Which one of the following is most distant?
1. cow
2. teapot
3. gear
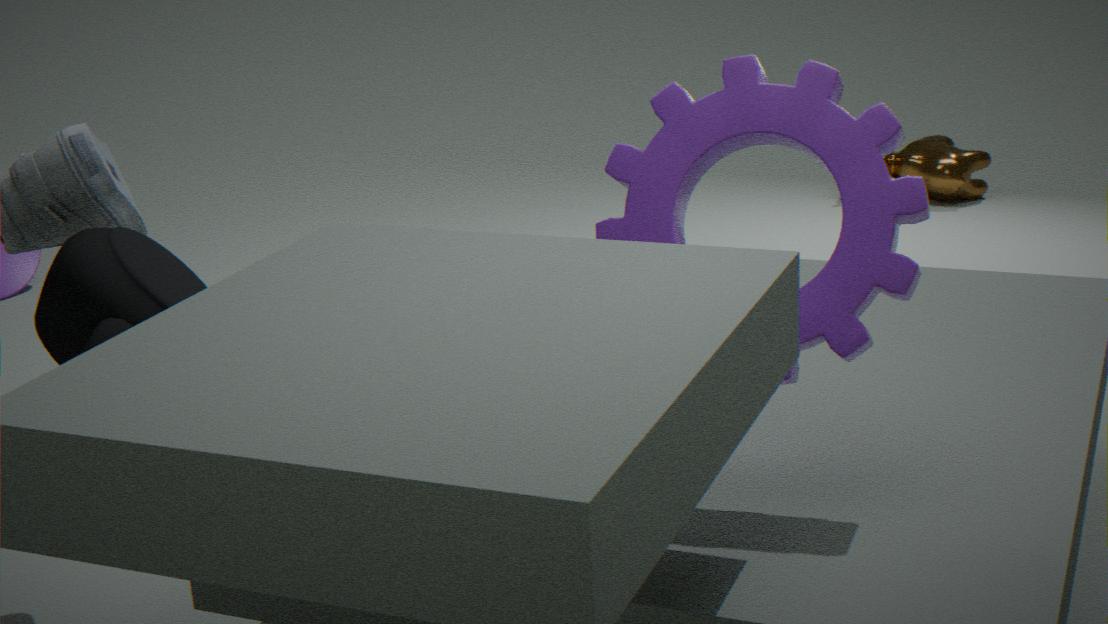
cow
